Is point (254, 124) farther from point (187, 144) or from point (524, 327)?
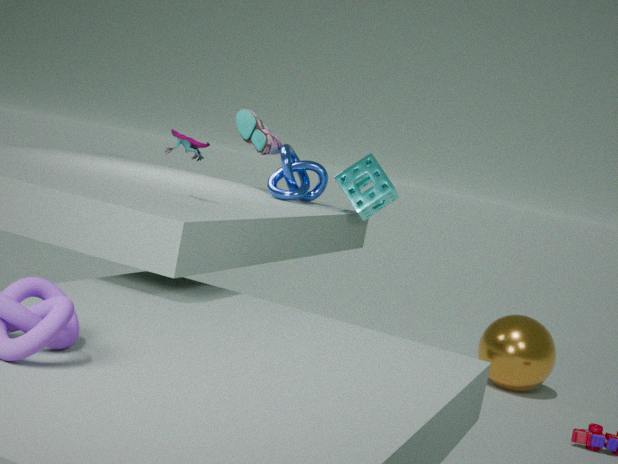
point (524, 327)
